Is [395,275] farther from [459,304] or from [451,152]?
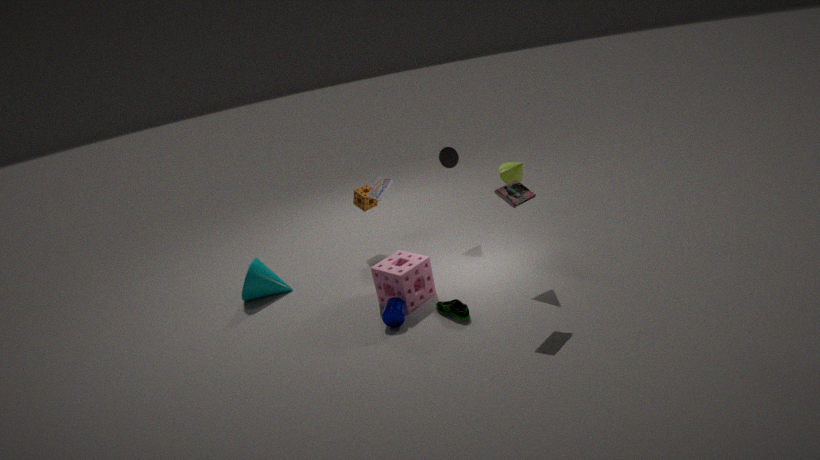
[451,152]
